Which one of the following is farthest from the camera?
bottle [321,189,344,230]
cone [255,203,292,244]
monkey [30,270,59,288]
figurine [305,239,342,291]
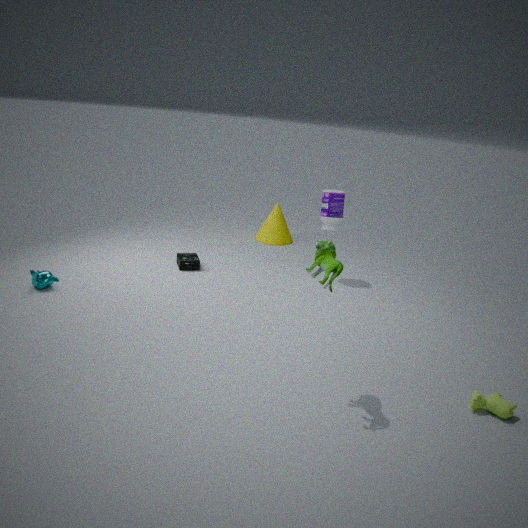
cone [255,203,292,244]
